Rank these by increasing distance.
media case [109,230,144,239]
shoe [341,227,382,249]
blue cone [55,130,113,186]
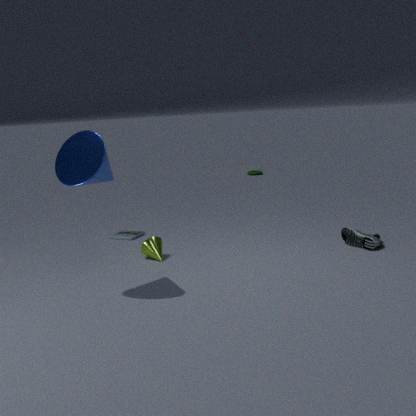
blue cone [55,130,113,186]
shoe [341,227,382,249]
media case [109,230,144,239]
